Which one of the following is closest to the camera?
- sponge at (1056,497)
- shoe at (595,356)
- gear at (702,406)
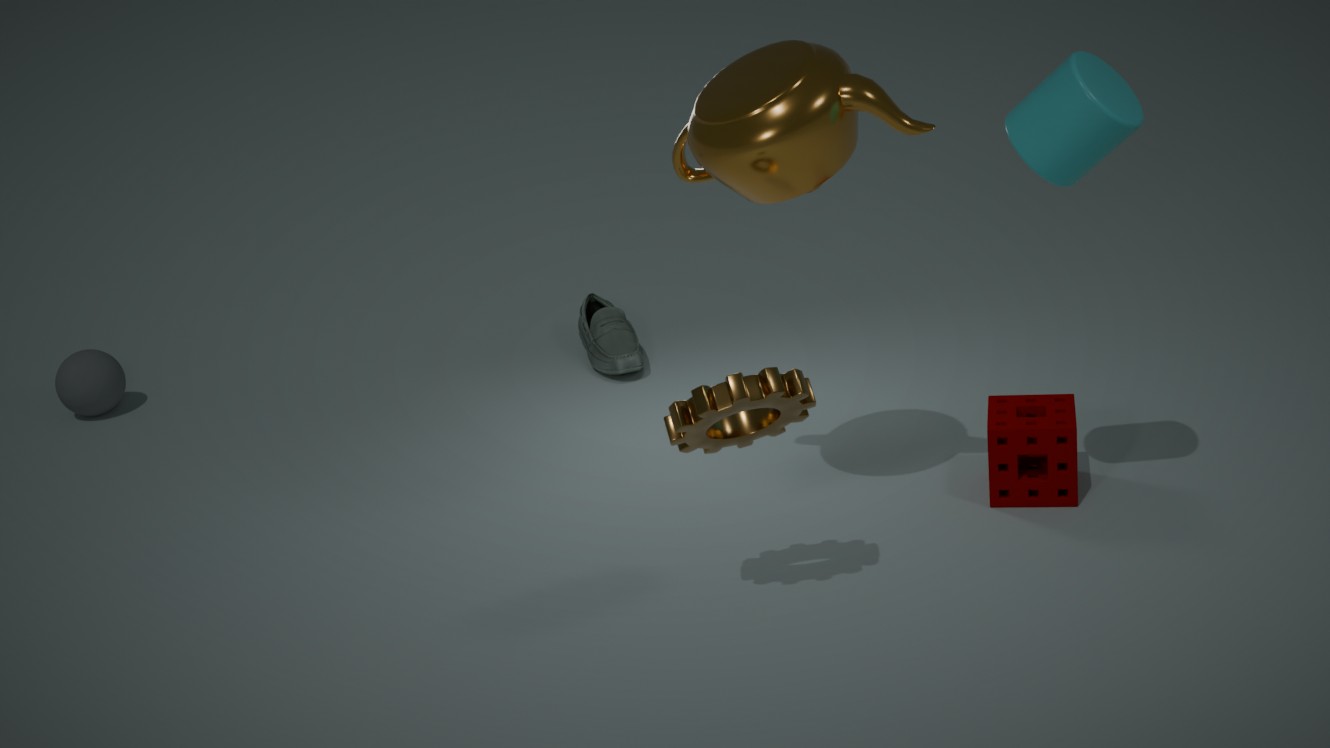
gear at (702,406)
